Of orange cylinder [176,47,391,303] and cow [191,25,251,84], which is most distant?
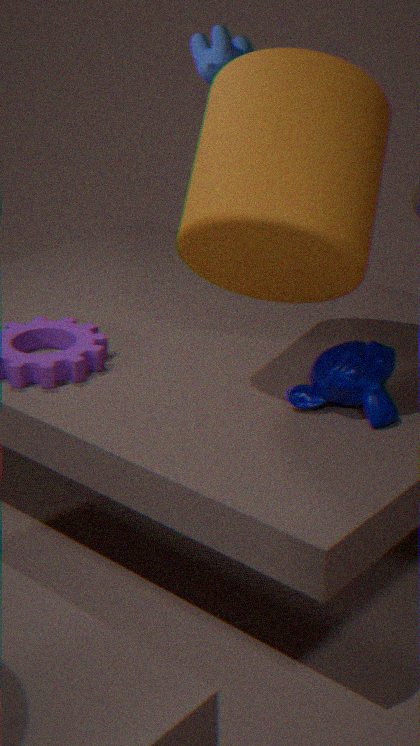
cow [191,25,251,84]
